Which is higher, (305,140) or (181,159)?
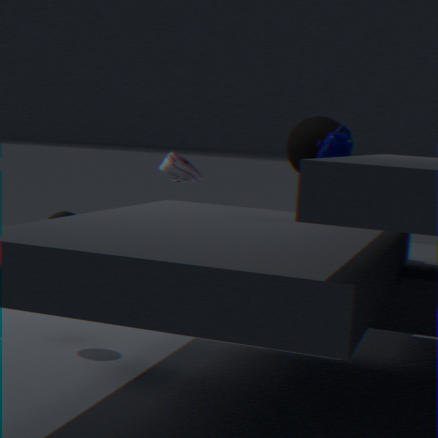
(305,140)
